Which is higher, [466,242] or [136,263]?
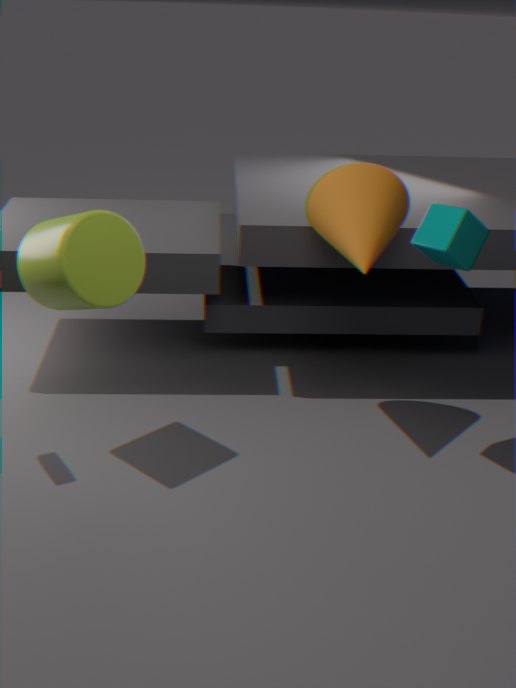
[466,242]
